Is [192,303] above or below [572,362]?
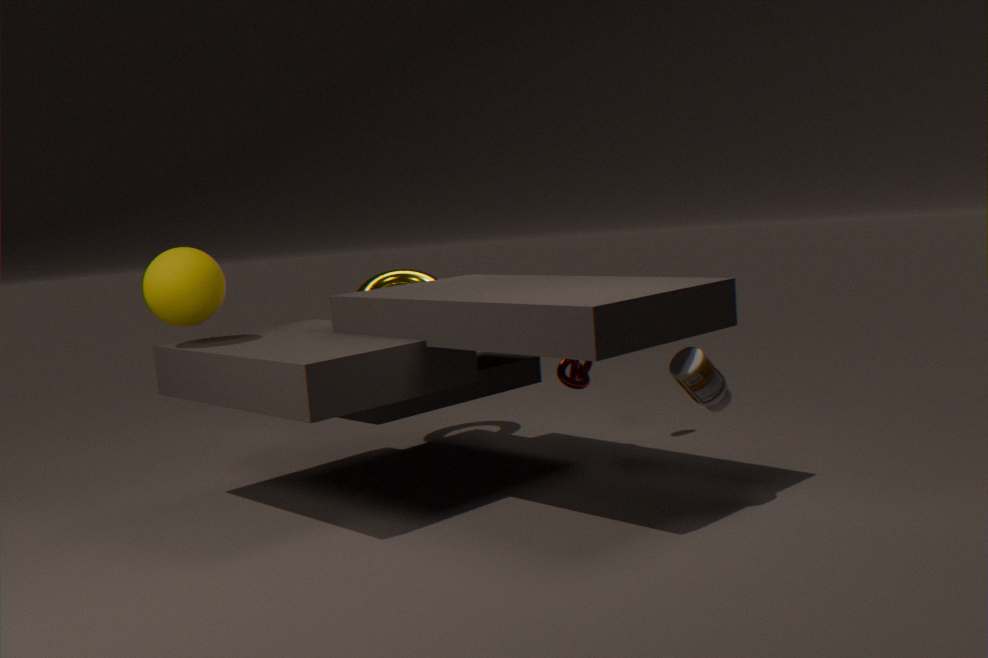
above
